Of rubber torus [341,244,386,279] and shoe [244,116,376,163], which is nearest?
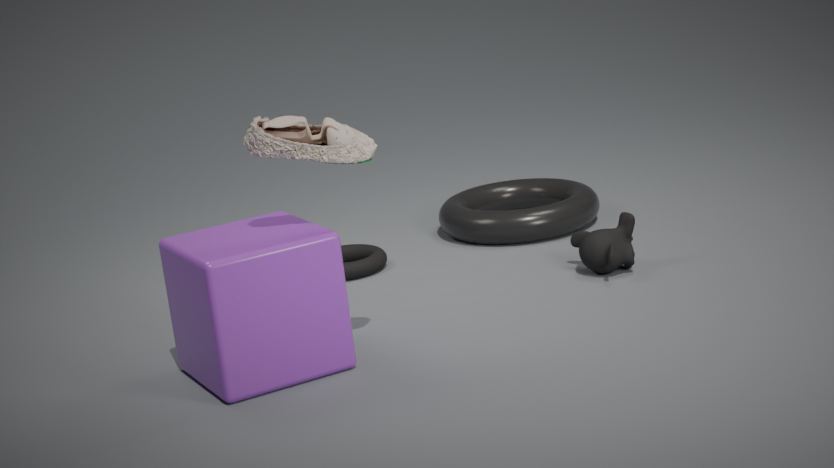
shoe [244,116,376,163]
